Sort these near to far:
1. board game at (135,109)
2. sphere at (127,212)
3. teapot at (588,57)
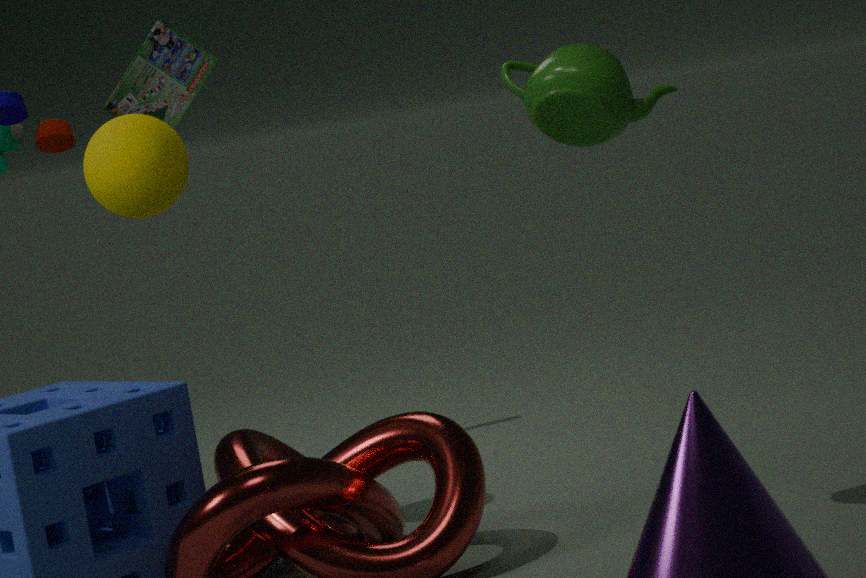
teapot at (588,57) < sphere at (127,212) < board game at (135,109)
